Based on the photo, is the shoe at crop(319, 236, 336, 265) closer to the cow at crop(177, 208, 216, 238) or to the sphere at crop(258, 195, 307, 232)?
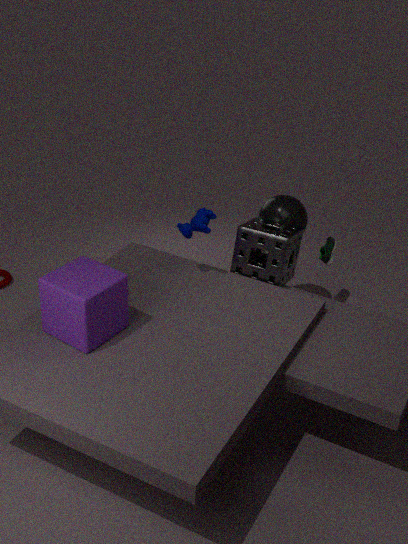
the sphere at crop(258, 195, 307, 232)
